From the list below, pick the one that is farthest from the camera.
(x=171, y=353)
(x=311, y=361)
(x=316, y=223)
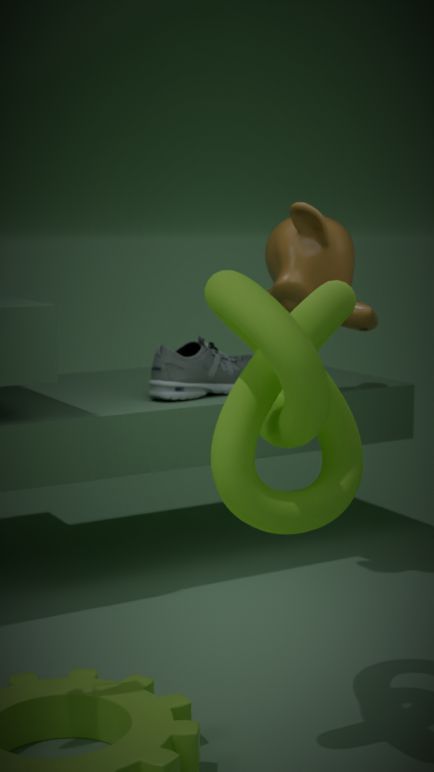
(x=171, y=353)
